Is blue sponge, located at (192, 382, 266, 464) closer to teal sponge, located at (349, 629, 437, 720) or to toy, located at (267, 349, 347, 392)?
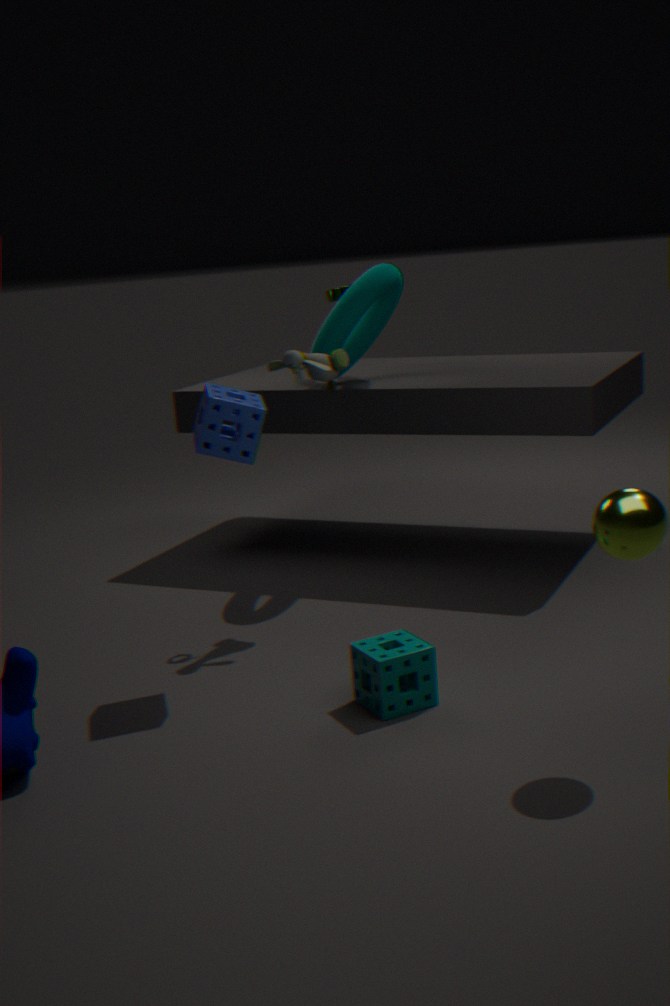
toy, located at (267, 349, 347, 392)
